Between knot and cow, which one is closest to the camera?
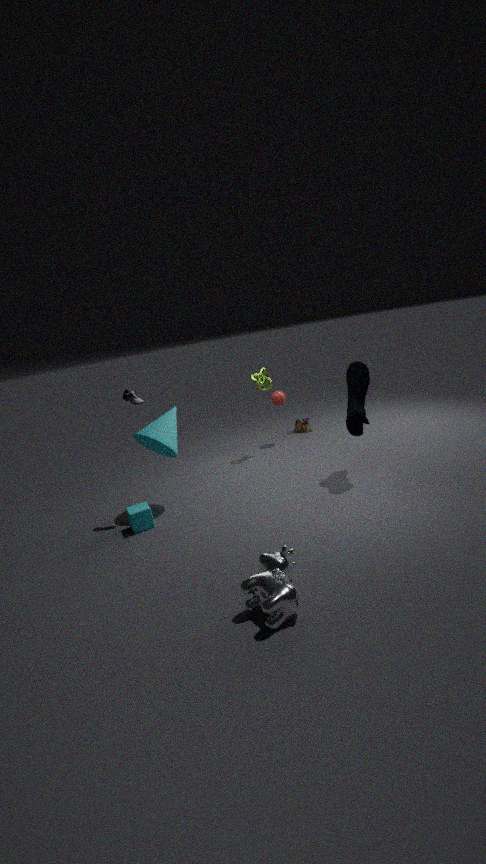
cow
